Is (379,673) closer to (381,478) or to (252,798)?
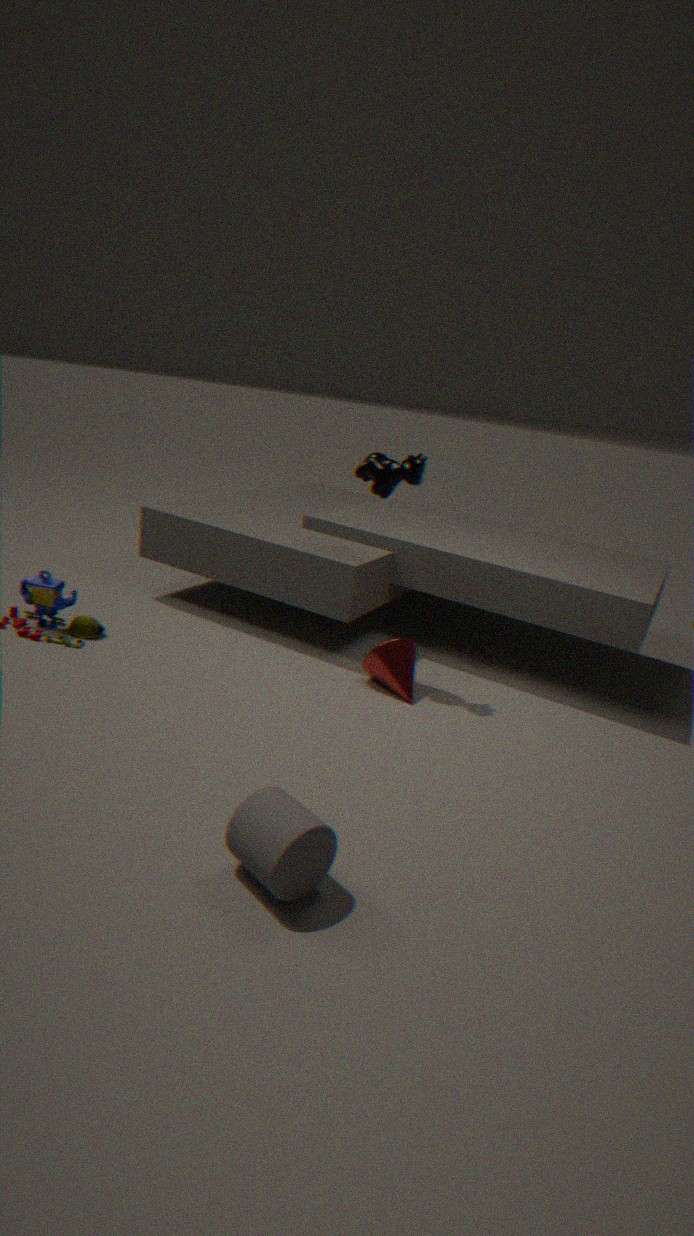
(381,478)
